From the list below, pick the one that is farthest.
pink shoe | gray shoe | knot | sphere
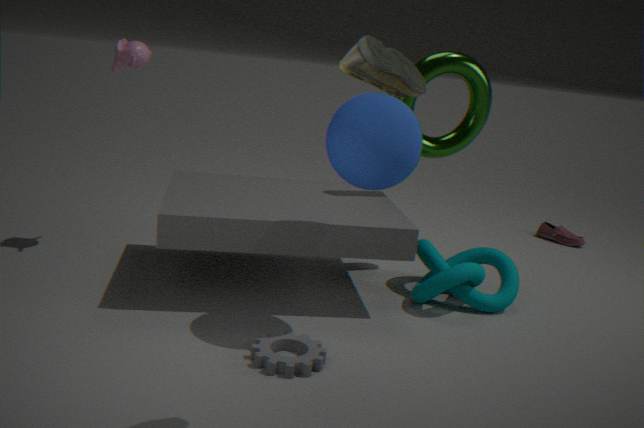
pink shoe
